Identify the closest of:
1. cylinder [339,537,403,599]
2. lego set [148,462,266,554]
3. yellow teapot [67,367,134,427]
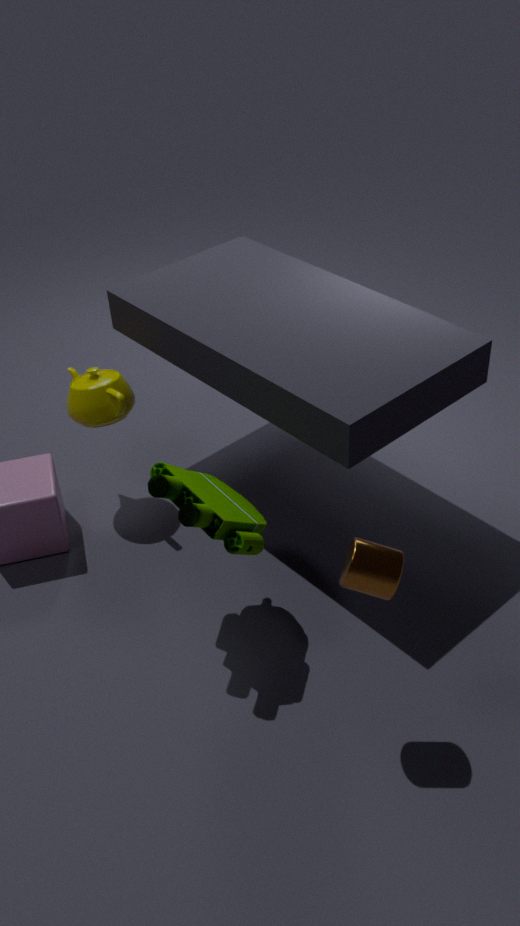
cylinder [339,537,403,599]
